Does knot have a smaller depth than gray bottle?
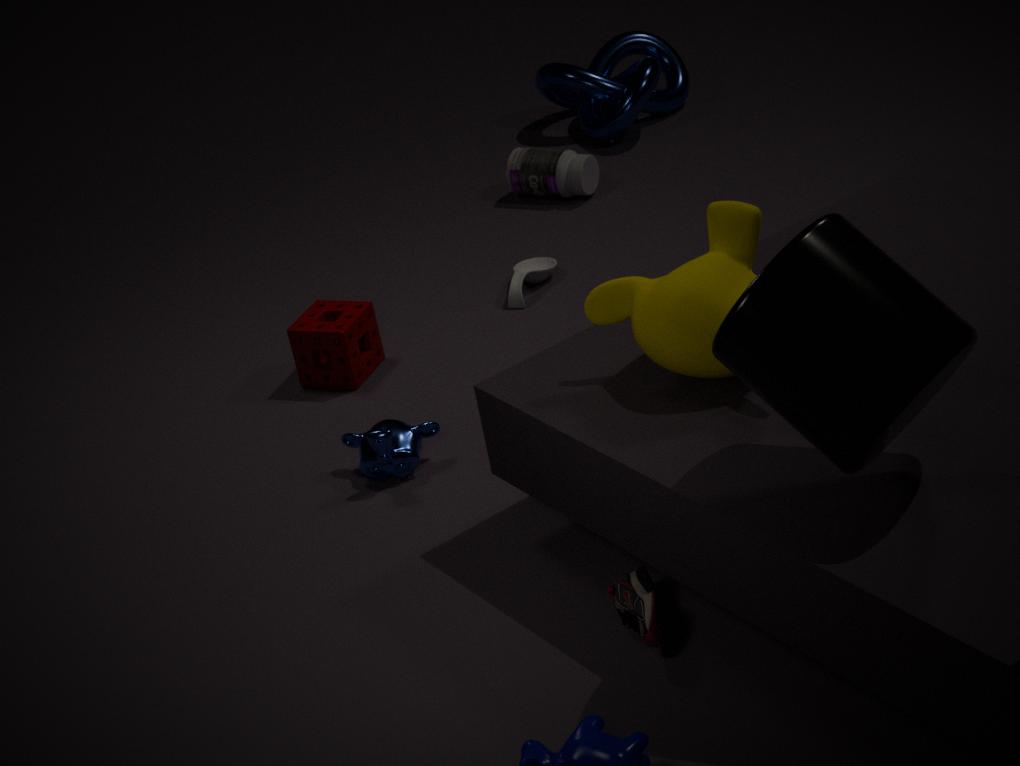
No
